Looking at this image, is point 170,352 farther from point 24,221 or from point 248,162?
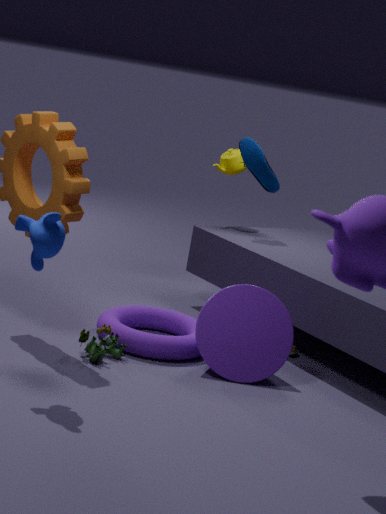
point 248,162
